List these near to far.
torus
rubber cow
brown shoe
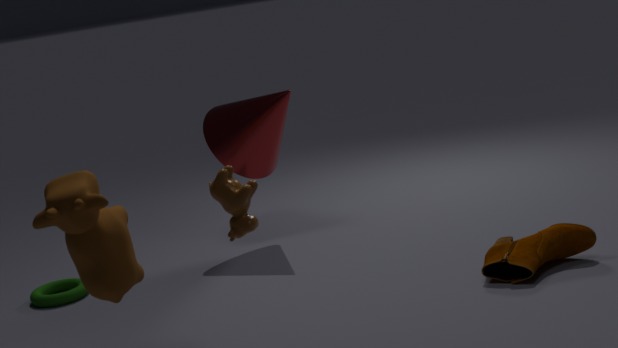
rubber cow < brown shoe < torus
